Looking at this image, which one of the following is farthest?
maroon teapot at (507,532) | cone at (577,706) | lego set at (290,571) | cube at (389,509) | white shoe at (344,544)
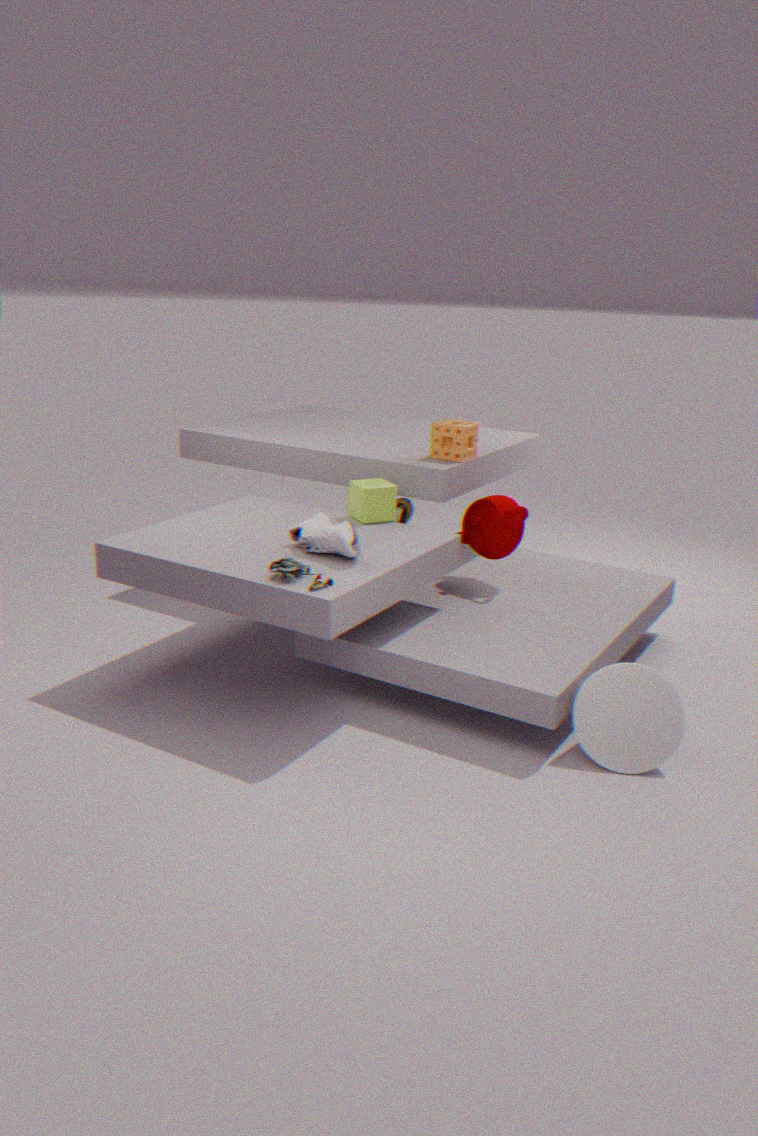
maroon teapot at (507,532)
